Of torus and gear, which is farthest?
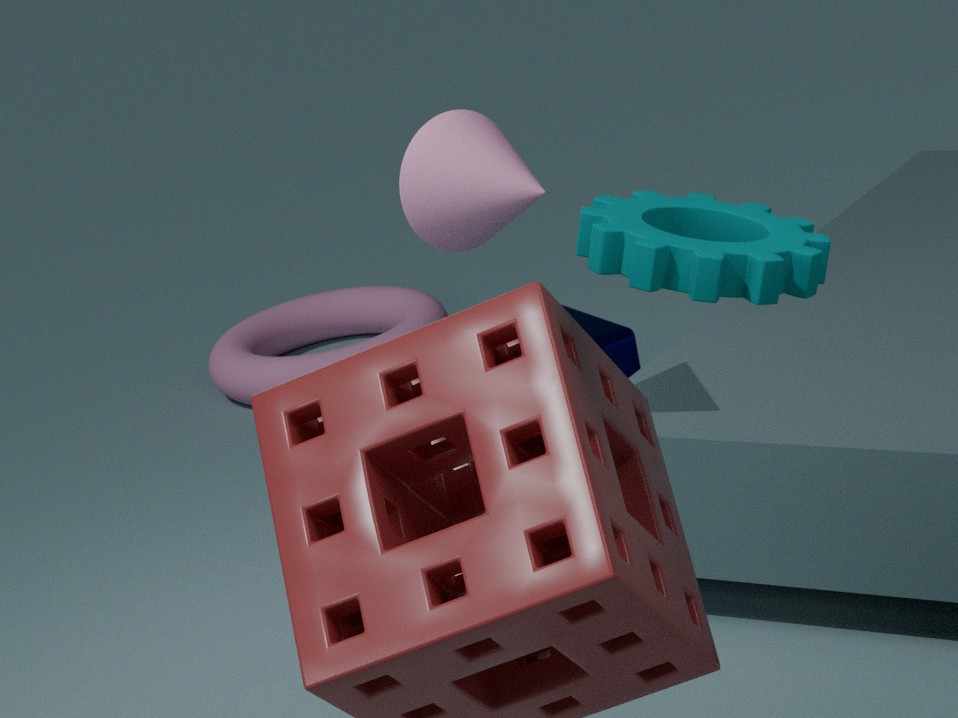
torus
